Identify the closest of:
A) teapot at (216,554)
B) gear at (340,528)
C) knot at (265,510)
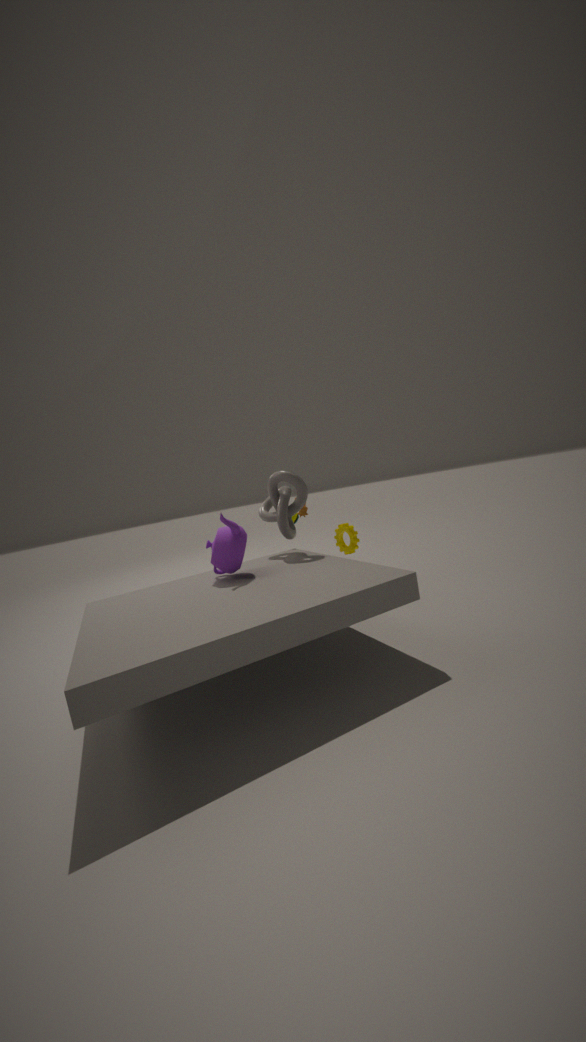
teapot at (216,554)
